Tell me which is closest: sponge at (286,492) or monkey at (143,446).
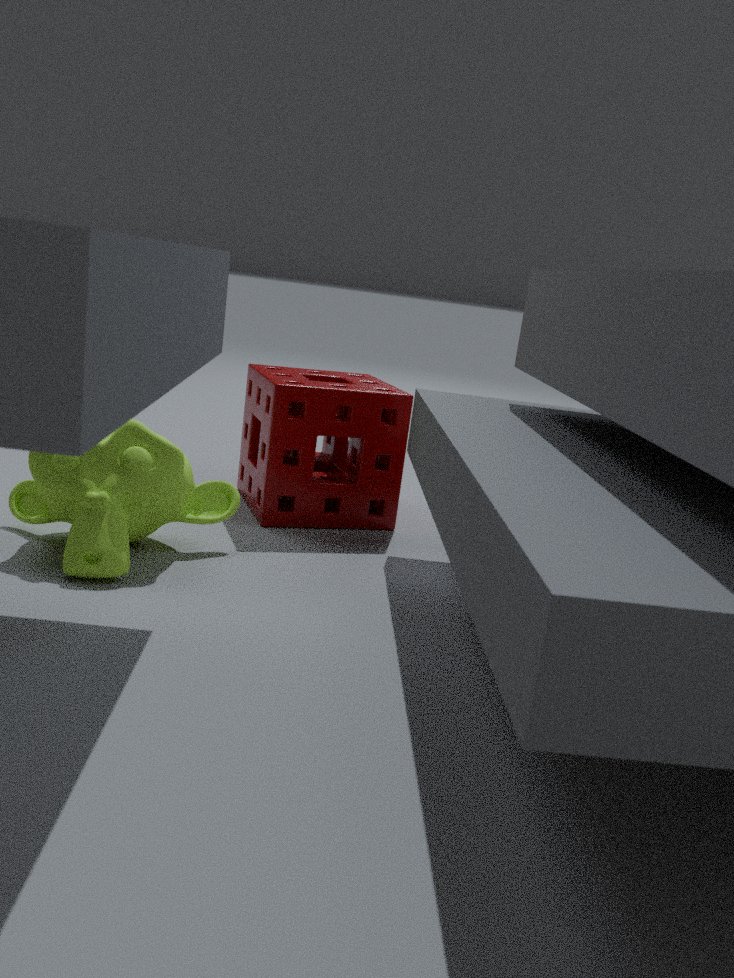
monkey at (143,446)
